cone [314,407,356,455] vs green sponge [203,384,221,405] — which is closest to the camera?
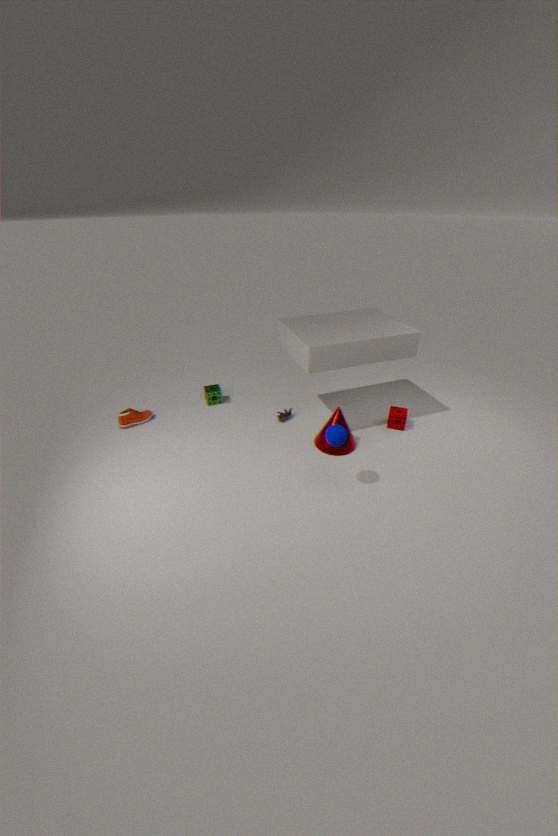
cone [314,407,356,455]
